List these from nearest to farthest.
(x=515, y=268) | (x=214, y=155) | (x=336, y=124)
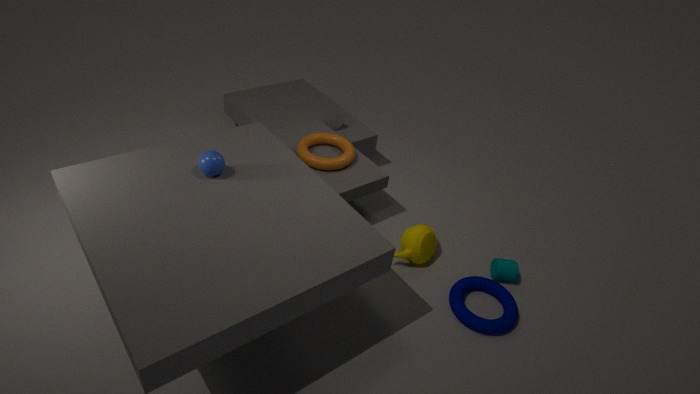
1. (x=214, y=155)
2. (x=515, y=268)
3. (x=336, y=124)
